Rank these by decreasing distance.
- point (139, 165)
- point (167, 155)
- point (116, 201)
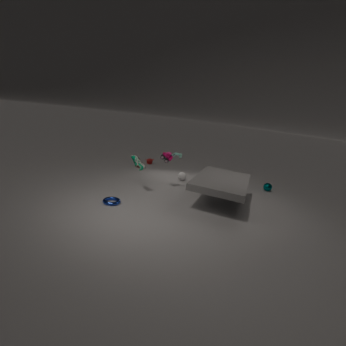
point (167, 155) < point (139, 165) < point (116, 201)
